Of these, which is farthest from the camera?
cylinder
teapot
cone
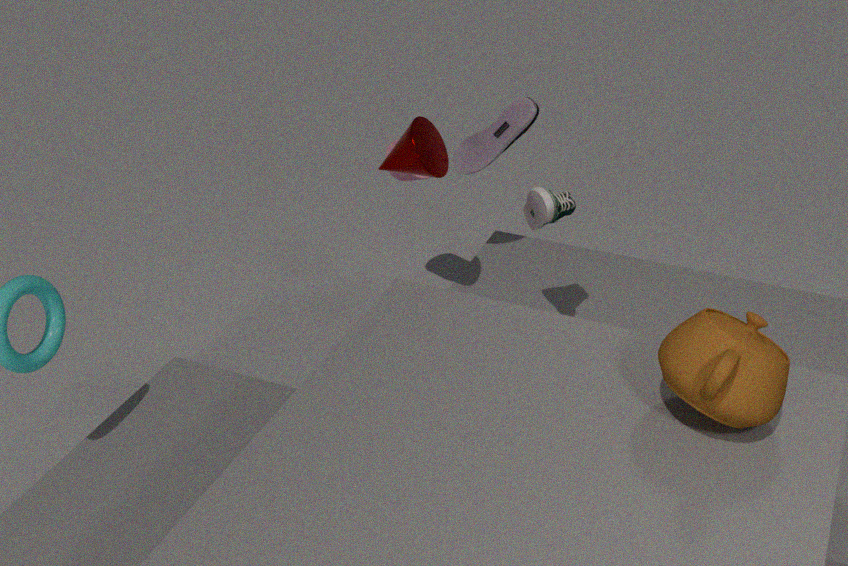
cylinder
